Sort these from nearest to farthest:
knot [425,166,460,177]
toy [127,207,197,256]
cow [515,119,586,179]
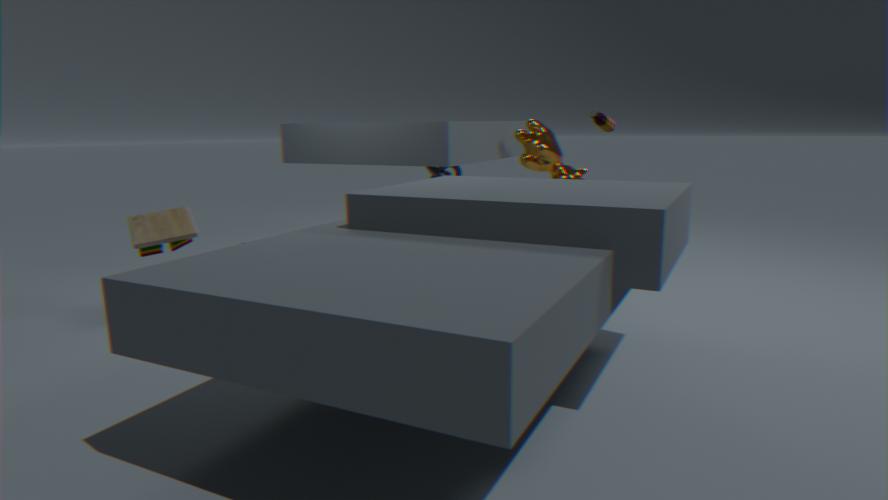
toy [127,207,197,256] → cow [515,119,586,179] → knot [425,166,460,177]
